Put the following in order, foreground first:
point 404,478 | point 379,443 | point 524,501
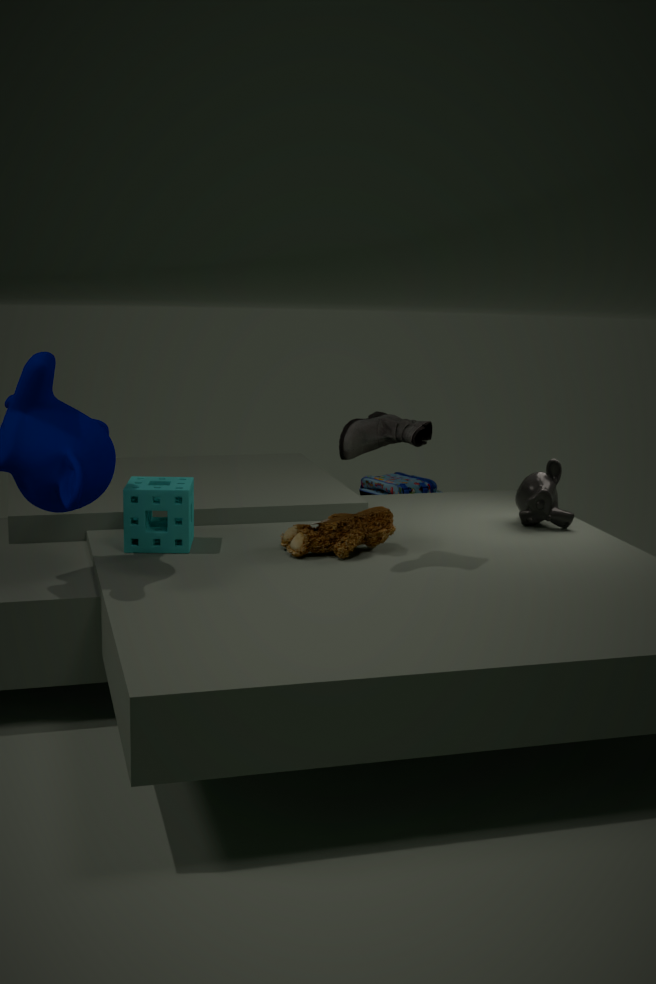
1. point 379,443
2. point 524,501
3. point 404,478
